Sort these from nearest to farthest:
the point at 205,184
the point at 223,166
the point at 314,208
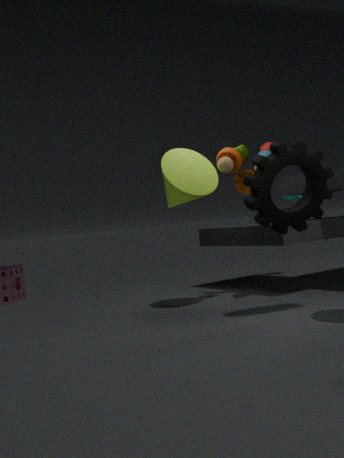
1. the point at 314,208
2. the point at 205,184
3. the point at 223,166
